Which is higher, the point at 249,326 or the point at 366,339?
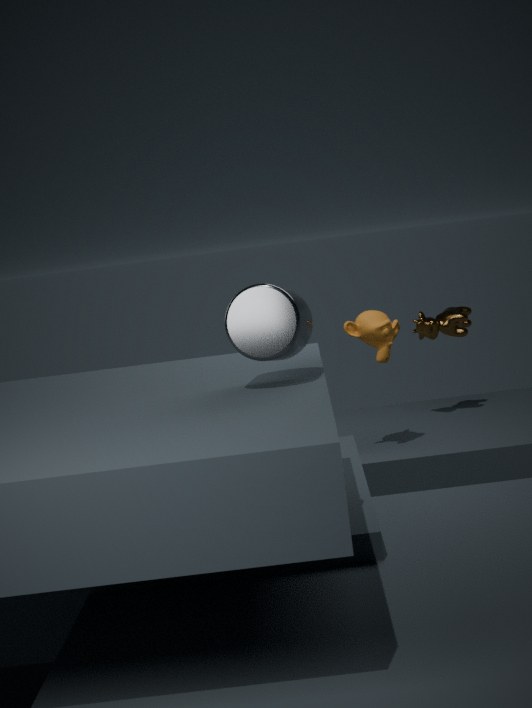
the point at 249,326
